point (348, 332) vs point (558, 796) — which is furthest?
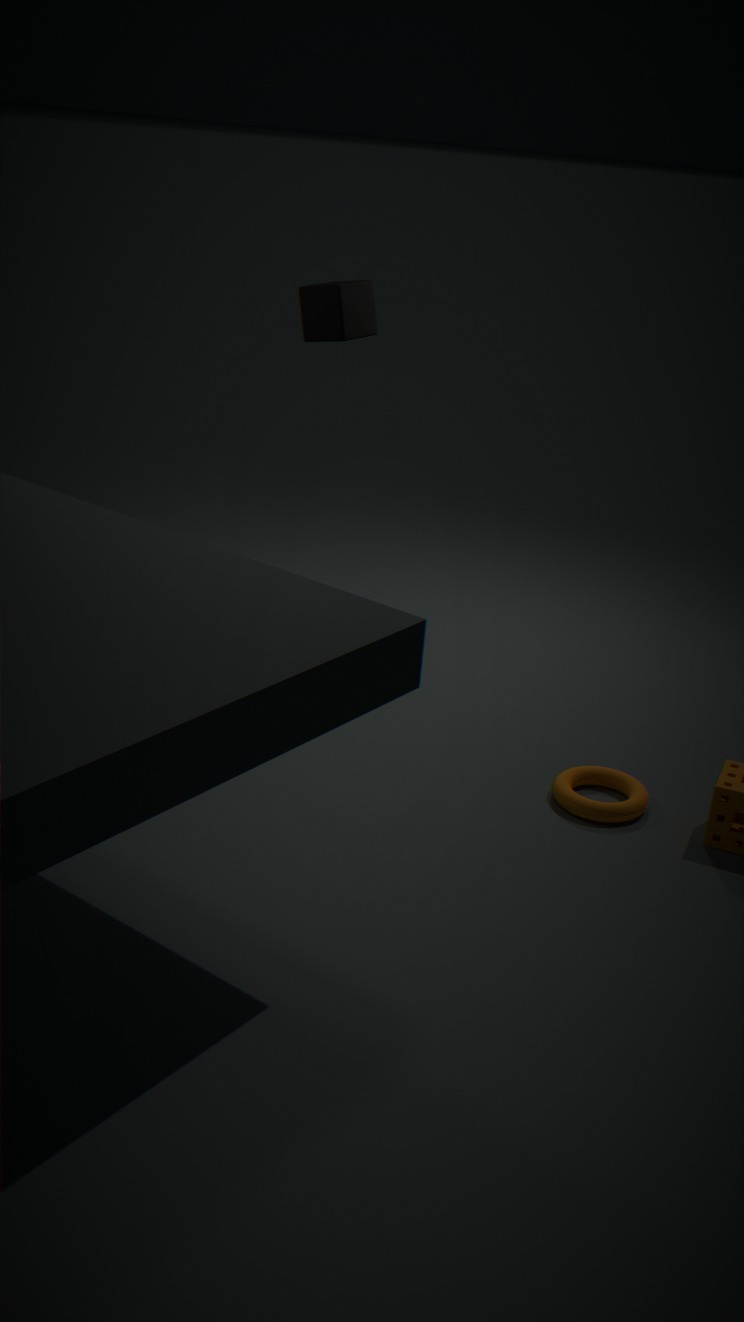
point (348, 332)
